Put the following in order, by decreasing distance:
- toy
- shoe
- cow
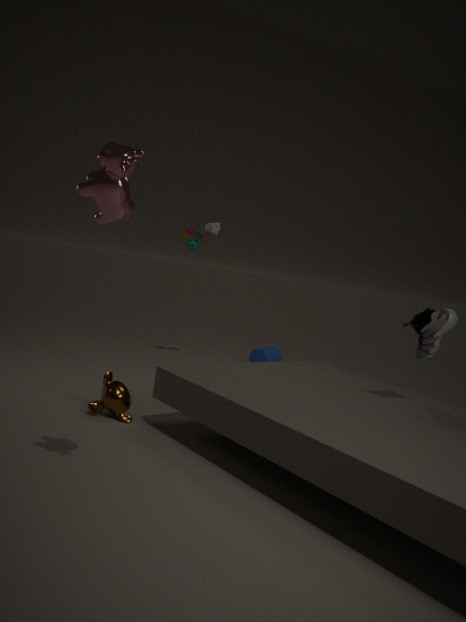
toy, shoe, cow
